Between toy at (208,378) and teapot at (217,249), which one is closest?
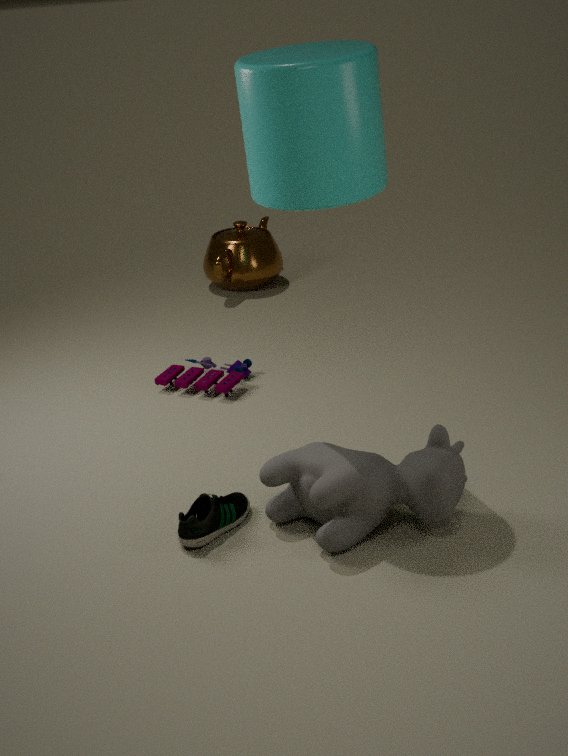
toy at (208,378)
